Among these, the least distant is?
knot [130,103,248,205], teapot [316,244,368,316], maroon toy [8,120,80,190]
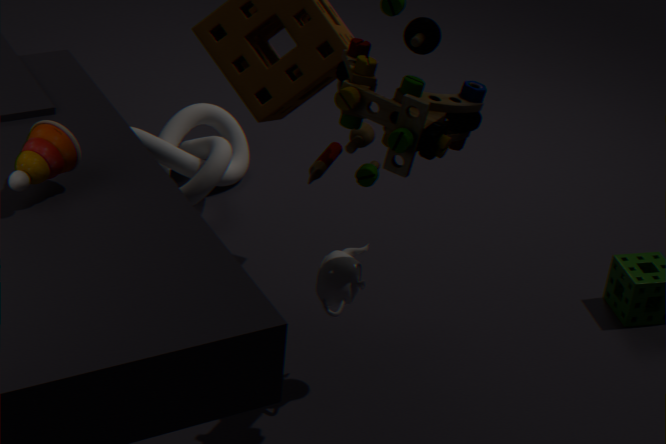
maroon toy [8,120,80,190]
